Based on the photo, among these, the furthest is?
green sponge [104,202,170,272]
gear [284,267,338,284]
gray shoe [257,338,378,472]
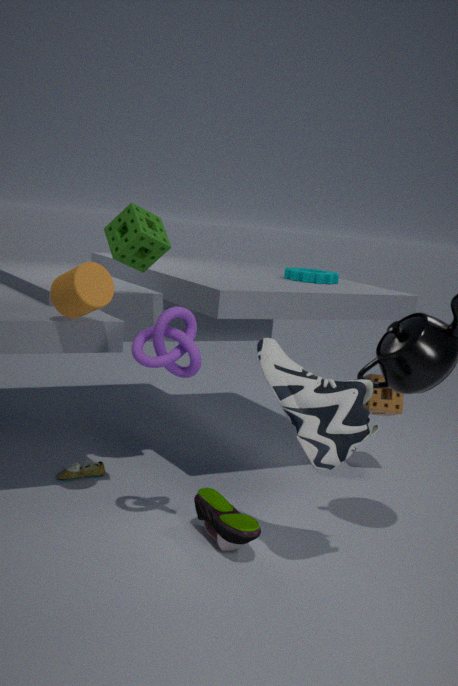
gear [284,267,338,284]
